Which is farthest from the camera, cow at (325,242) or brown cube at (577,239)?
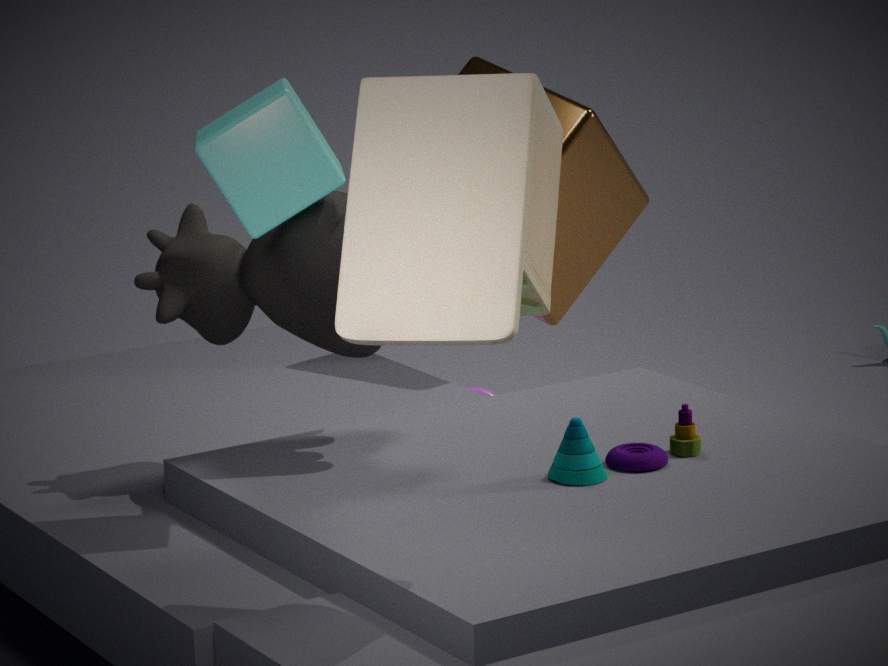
brown cube at (577,239)
